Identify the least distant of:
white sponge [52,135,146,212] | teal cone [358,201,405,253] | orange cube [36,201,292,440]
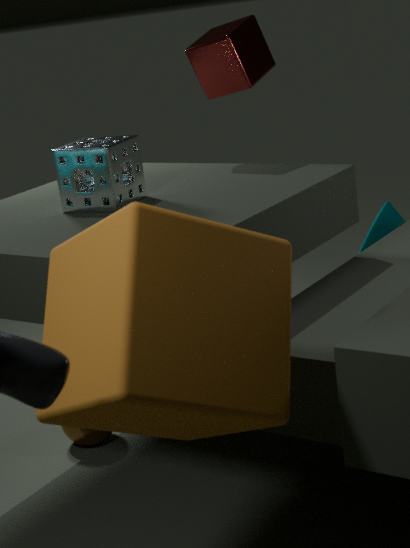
orange cube [36,201,292,440]
